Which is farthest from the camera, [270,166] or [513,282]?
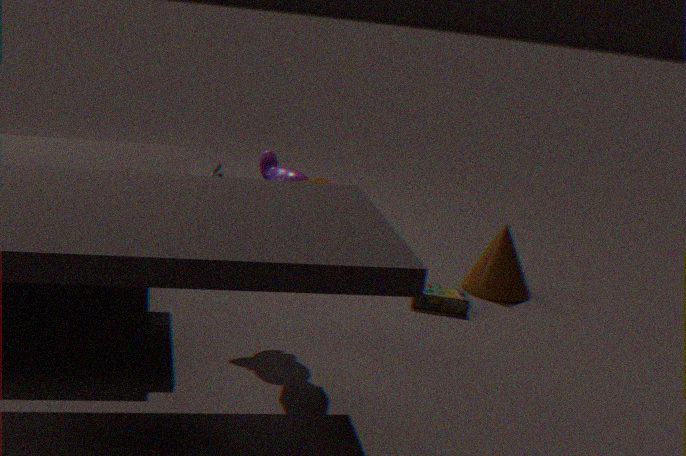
[513,282]
